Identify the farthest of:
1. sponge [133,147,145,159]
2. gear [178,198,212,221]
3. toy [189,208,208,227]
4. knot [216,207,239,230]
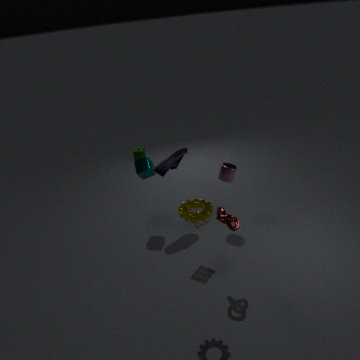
sponge [133,147,145,159]
